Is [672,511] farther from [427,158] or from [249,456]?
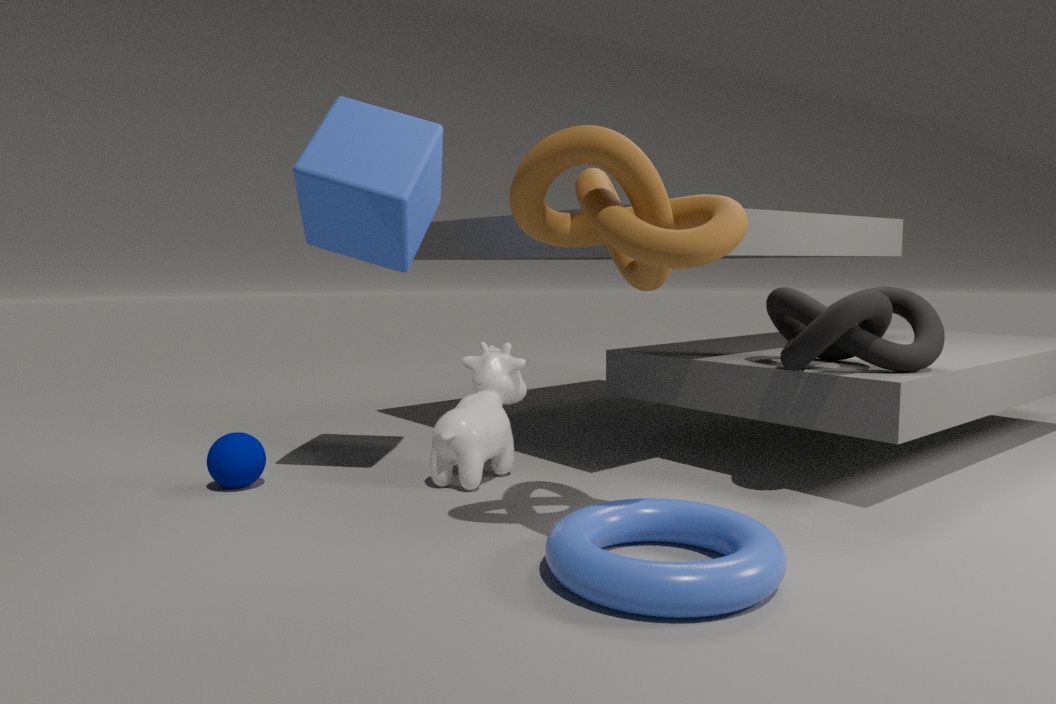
[427,158]
